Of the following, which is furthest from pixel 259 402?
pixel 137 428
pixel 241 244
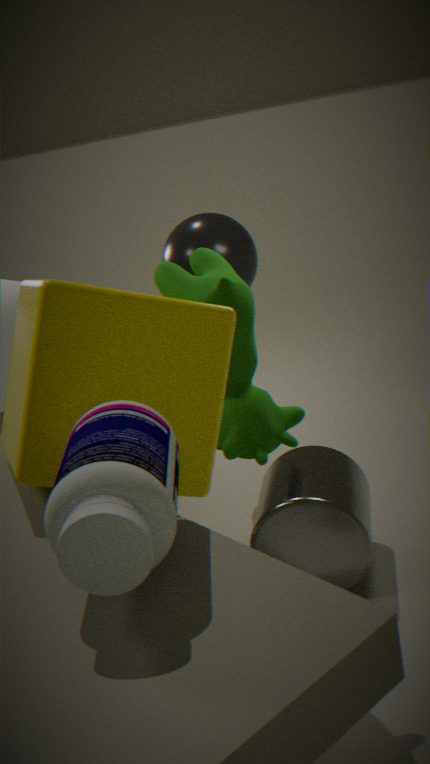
pixel 241 244
